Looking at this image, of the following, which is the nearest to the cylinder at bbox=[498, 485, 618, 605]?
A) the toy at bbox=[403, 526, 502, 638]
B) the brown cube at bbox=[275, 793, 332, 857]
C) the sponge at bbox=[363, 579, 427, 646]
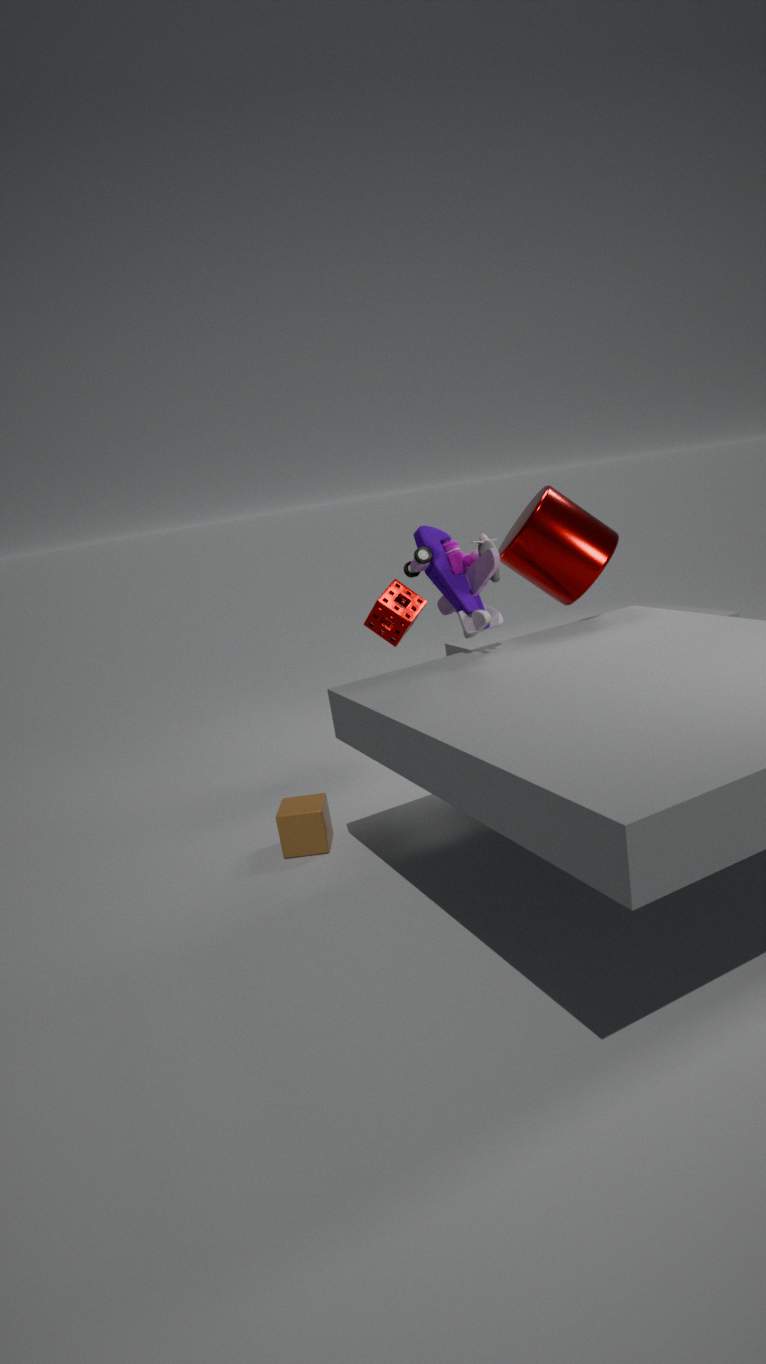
the toy at bbox=[403, 526, 502, 638]
